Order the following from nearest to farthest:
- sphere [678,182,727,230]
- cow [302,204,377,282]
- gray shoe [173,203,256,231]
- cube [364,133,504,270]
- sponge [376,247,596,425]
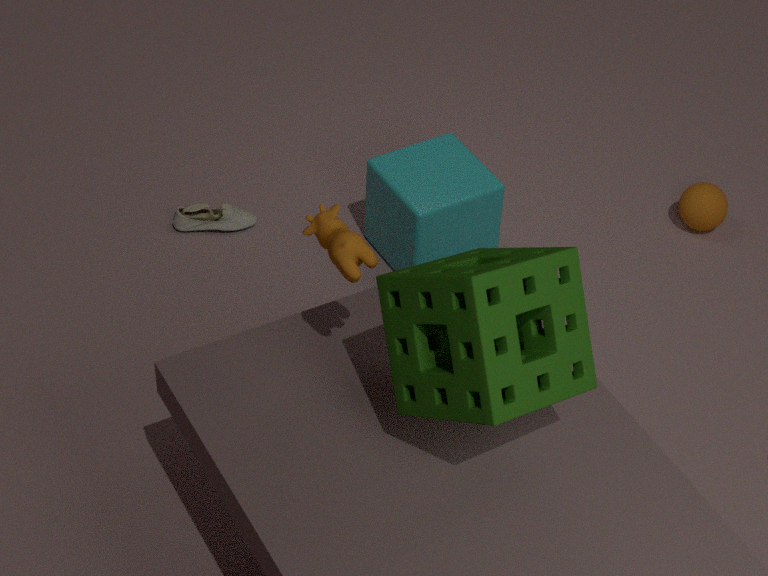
sponge [376,247,596,425], cow [302,204,377,282], cube [364,133,504,270], gray shoe [173,203,256,231], sphere [678,182,727,230]
